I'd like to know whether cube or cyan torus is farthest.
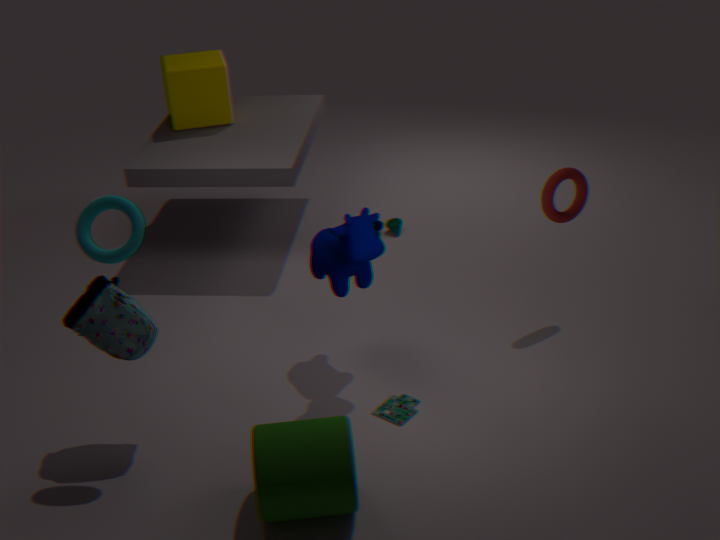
cube
